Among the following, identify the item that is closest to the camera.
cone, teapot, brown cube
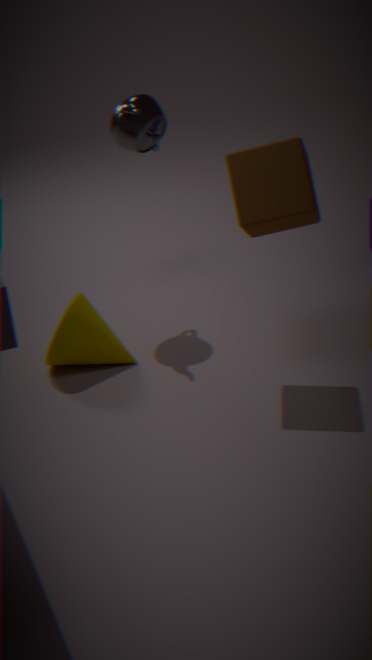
brown cube
